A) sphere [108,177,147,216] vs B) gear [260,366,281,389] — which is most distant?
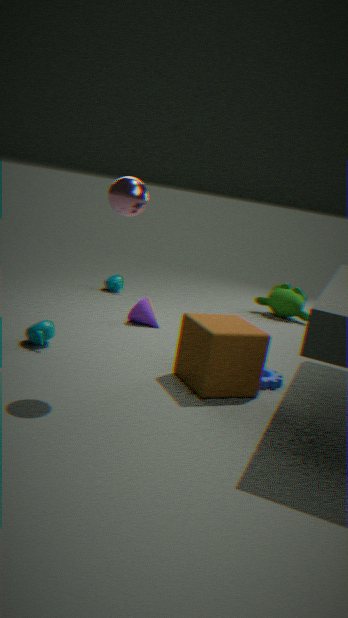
B. gear [260,366,281,389]
